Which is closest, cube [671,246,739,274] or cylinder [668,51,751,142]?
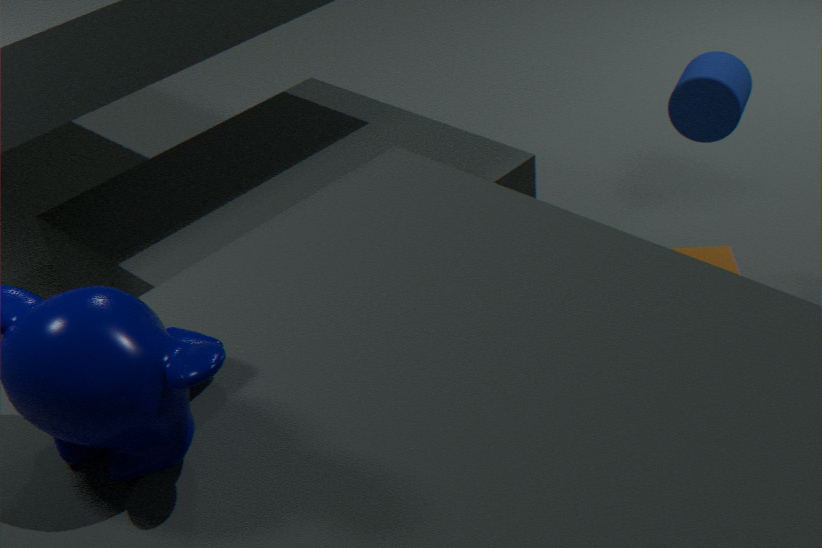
cylinder [668,51,751,142]
